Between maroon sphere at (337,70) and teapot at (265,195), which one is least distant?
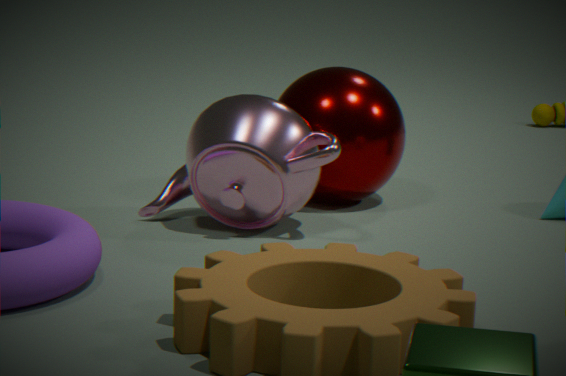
teapot at (265,195)
